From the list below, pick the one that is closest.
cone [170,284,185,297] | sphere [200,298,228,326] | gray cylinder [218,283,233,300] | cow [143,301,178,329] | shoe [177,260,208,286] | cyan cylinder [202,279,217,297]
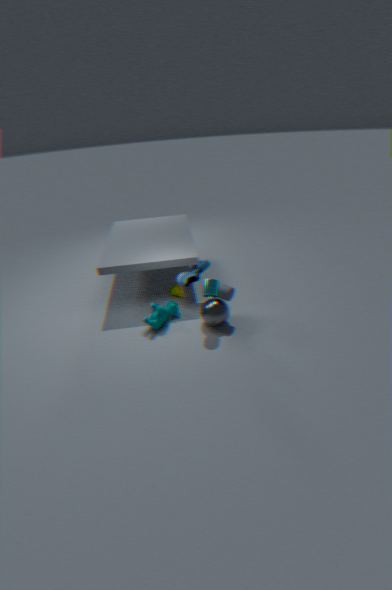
cyan cylinder [202,279,217,297]
